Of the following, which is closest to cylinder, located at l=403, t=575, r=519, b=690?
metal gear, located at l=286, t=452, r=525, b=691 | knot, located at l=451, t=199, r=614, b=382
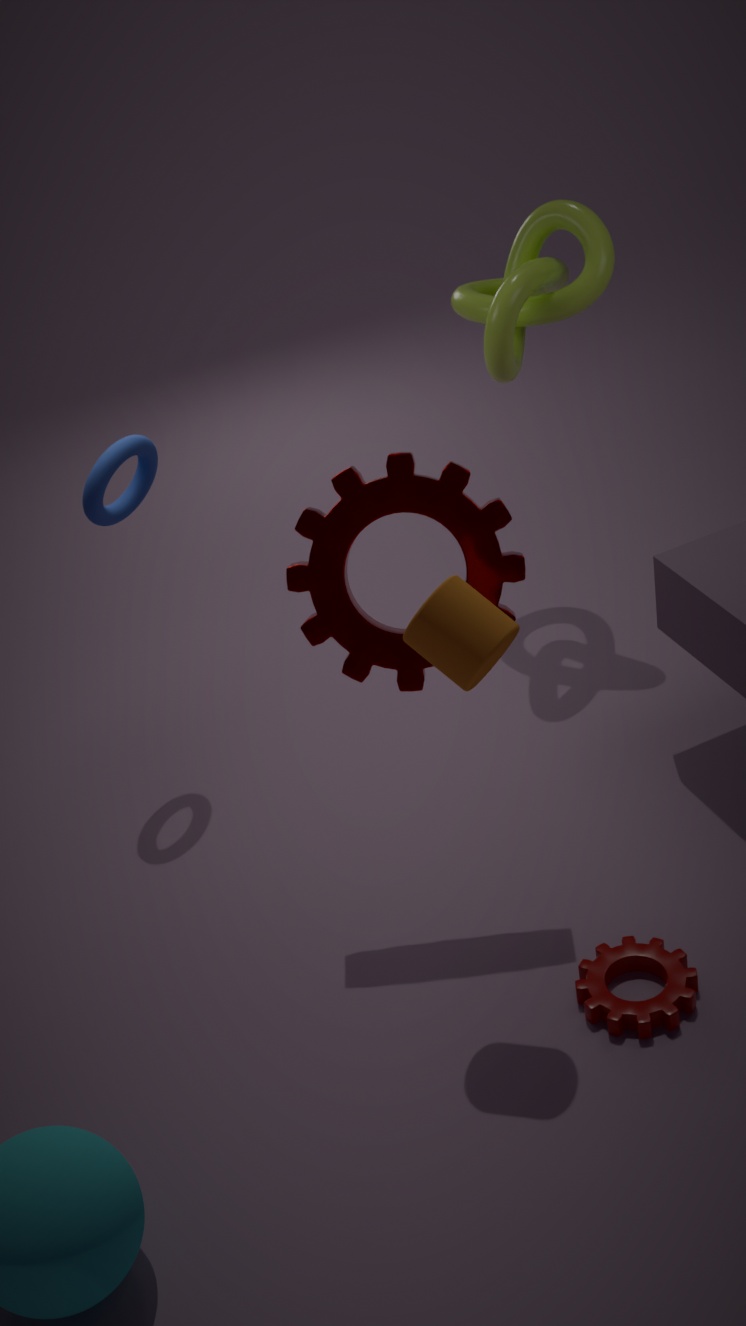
metal gear, located at l=286, t=452, r=525, b=691
